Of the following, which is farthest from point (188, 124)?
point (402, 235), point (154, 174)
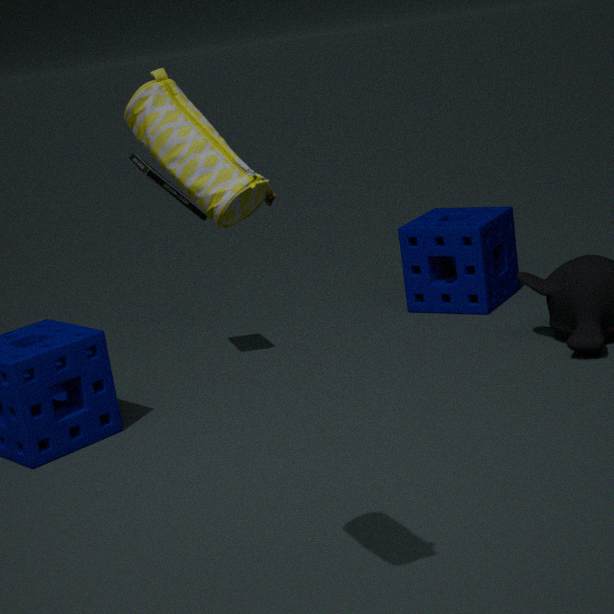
point (402, 235)
